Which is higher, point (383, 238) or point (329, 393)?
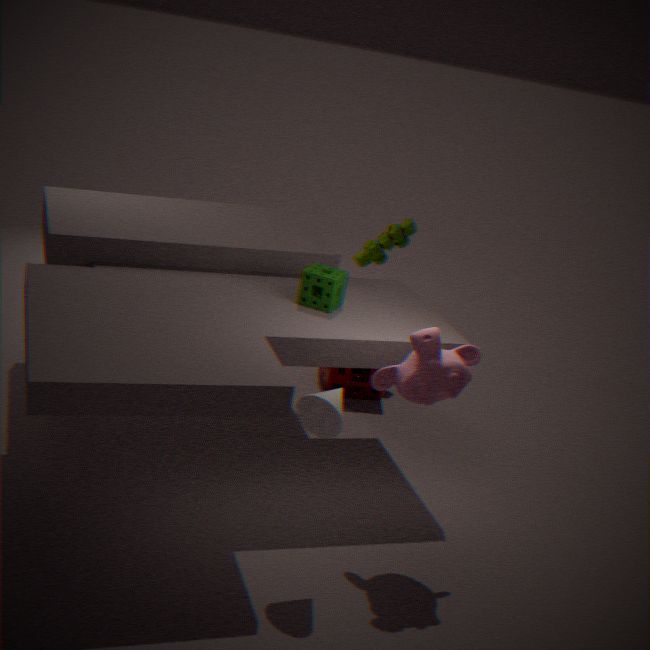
point (383, 238)
